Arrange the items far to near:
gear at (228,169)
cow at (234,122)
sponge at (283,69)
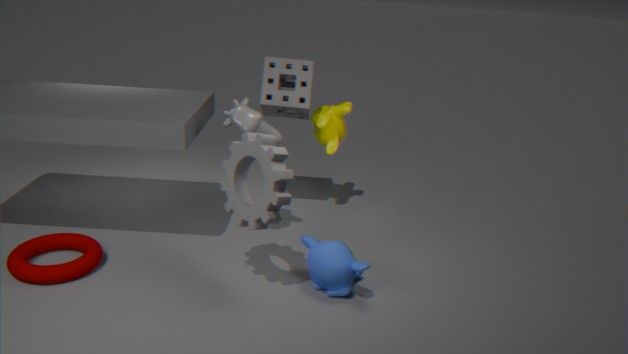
sponge at (283,69) < cow at (234,122) < gear at (228,169)
